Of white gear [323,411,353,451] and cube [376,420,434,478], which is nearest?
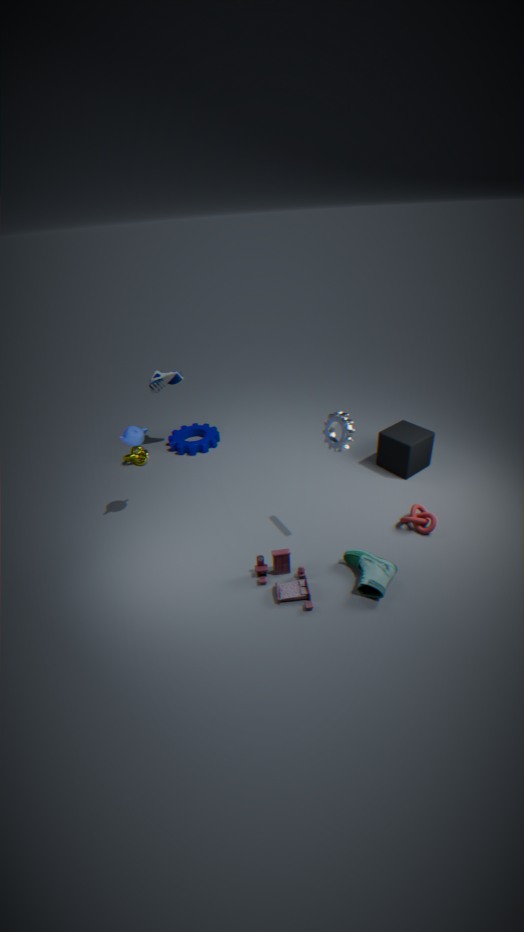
white gear [323,411,353,451]
